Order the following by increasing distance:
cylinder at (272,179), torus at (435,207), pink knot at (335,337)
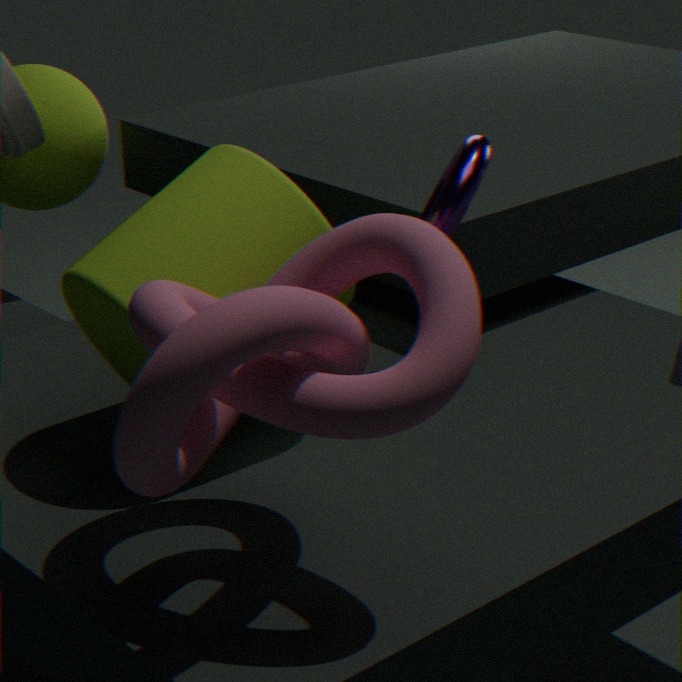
pink knot at (335,337) → cylinder at (272,179) → torus at (435,207)
